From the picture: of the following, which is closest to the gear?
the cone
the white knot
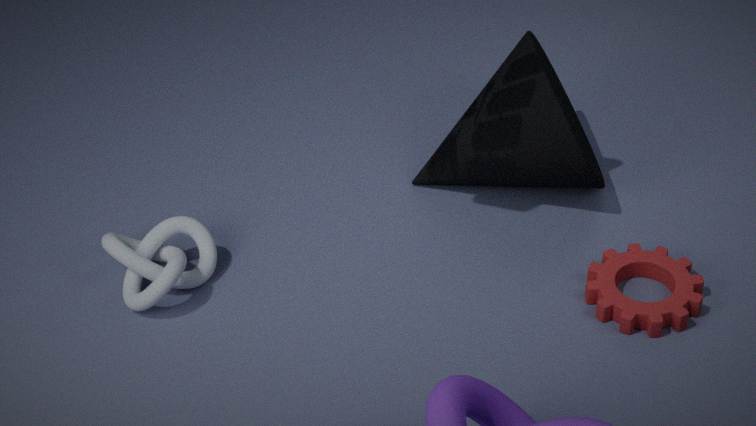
the cone
